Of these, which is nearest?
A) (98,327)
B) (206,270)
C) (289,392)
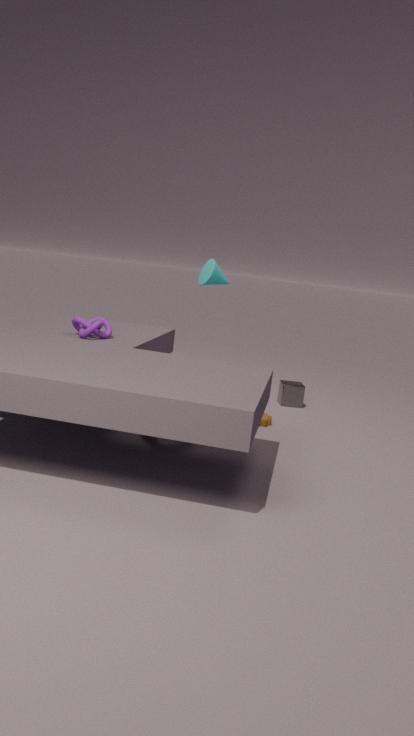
(98,327)
